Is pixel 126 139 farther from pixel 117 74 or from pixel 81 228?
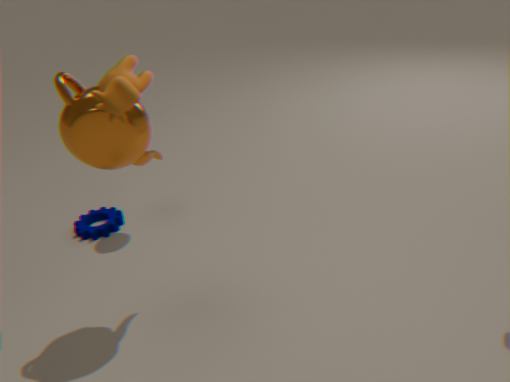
pixel 81 228
